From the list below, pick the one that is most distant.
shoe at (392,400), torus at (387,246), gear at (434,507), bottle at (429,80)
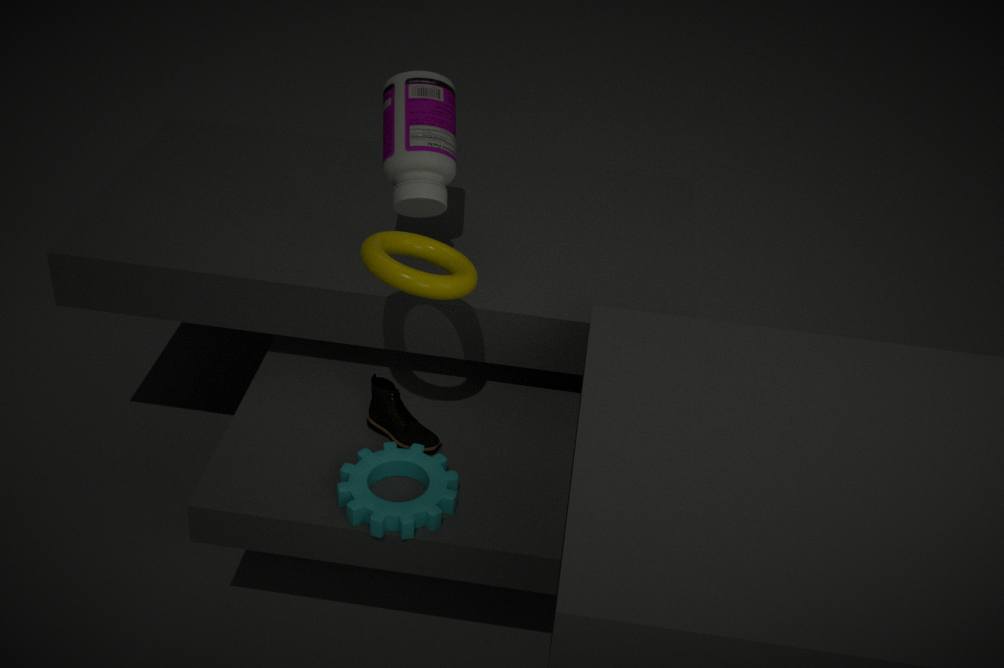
bottle at (429,80)
